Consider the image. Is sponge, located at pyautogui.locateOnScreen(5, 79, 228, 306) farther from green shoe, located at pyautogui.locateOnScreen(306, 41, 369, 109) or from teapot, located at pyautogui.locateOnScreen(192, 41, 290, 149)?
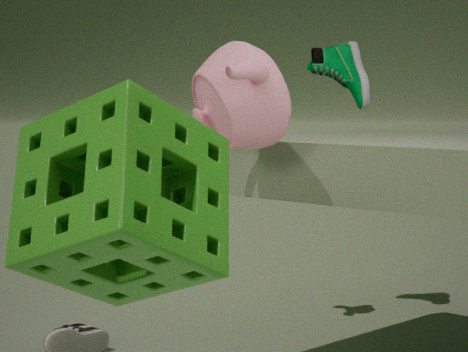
green shoe, located at pyautogui.locateOnScreen(306, 41, 369, 109)
